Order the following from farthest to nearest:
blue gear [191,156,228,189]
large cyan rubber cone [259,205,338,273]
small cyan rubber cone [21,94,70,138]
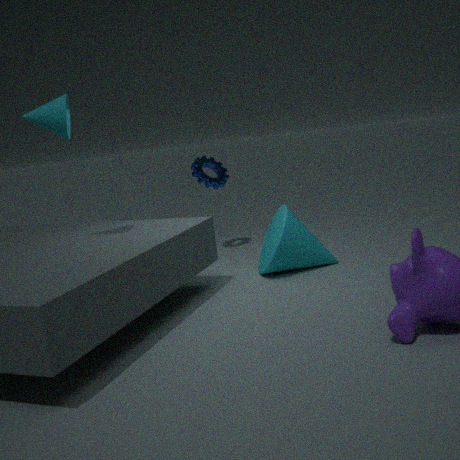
blue gear [191,156,228,189] < large cyan rubber cone [259,205,338,273] < small cyan rubber cone [21,94,70,138]
